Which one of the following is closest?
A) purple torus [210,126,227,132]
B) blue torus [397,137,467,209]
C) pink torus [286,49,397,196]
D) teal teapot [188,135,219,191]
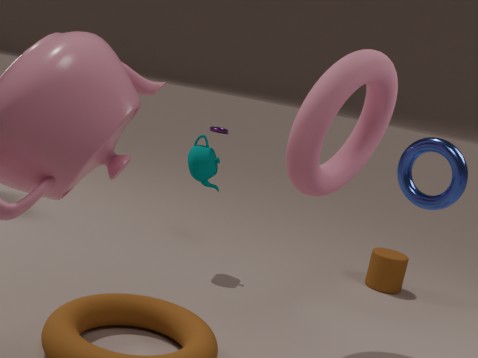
pink torus [286,49,397,196]
